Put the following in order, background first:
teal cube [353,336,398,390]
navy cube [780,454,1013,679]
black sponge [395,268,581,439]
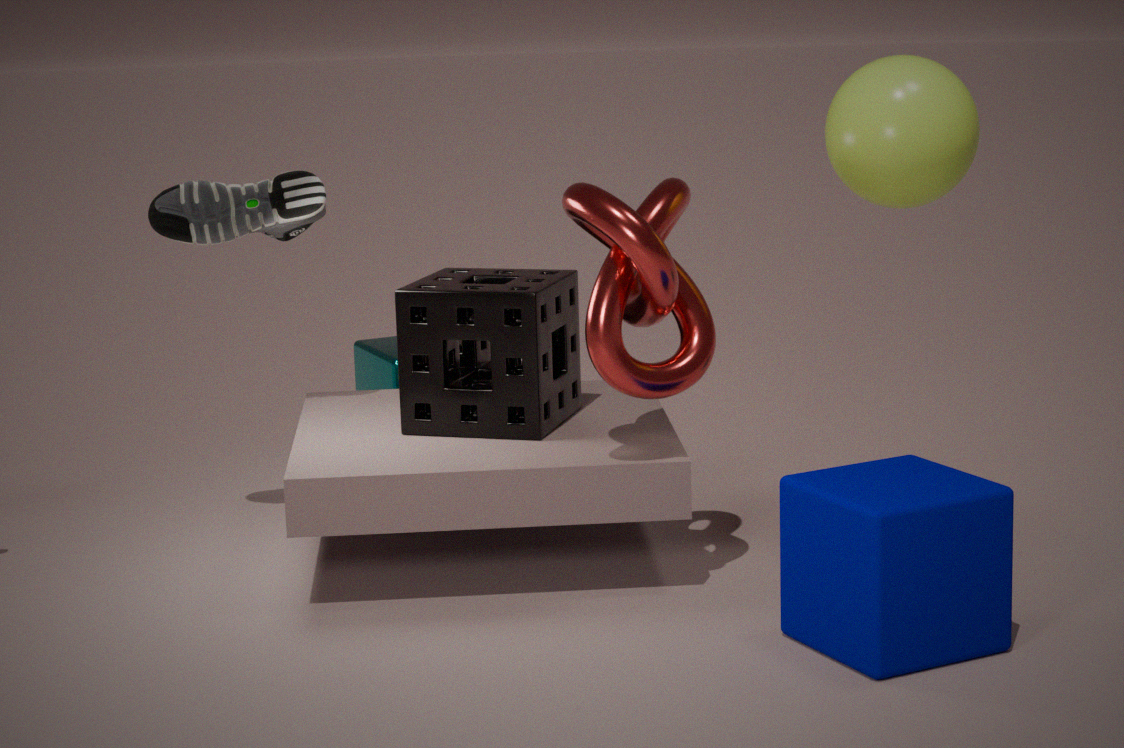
1. teal cube [353,336,398,390]
2. black sponge [395,268,581,439]
3. navy cube [780,454,1013,679]
